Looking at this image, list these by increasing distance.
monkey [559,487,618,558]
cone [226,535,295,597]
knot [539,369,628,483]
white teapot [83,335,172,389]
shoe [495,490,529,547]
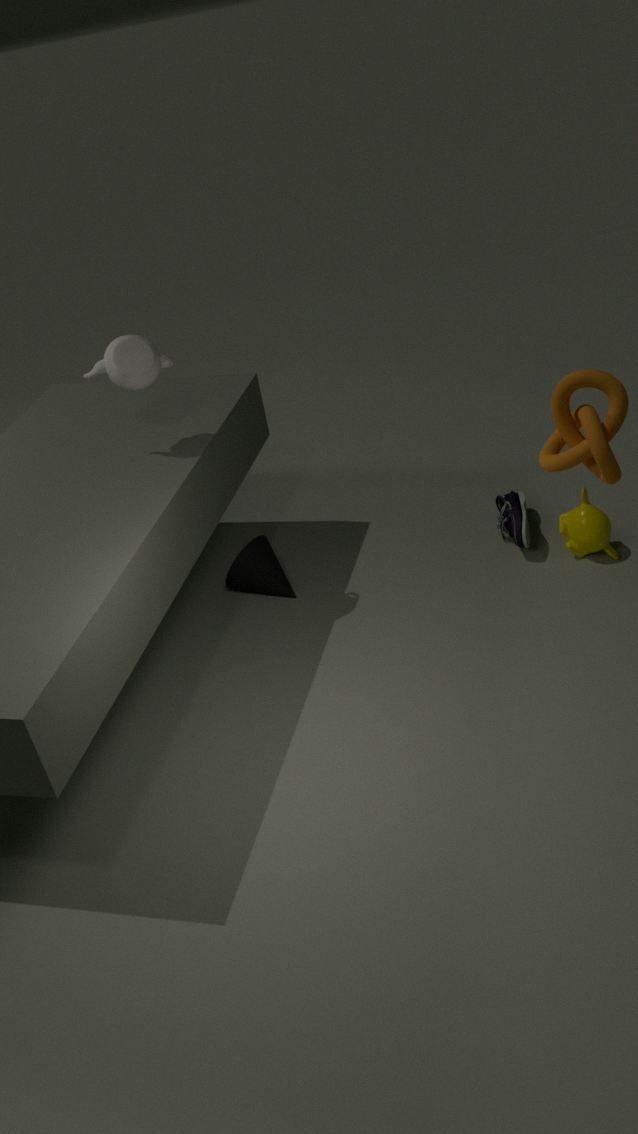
knot [539,369,628,483] → white teapot [83,335,172,389] → monkey [559,487,618,558] → shoe [495,490,529,547] → cone [226,535,295,597]
